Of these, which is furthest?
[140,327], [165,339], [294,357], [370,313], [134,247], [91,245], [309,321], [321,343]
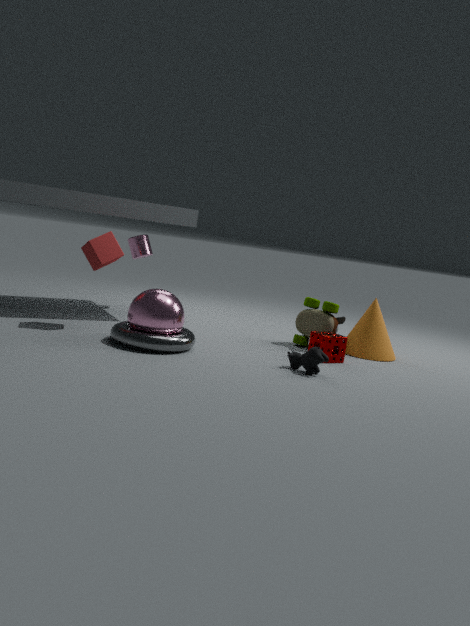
[134,247]
